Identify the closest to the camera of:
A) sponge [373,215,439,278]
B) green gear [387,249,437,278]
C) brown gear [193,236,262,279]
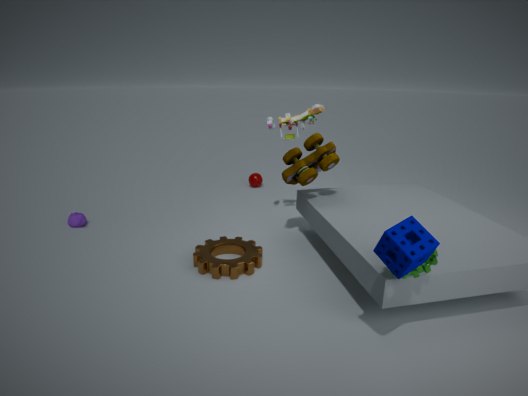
sponge [373,215,439,278]
